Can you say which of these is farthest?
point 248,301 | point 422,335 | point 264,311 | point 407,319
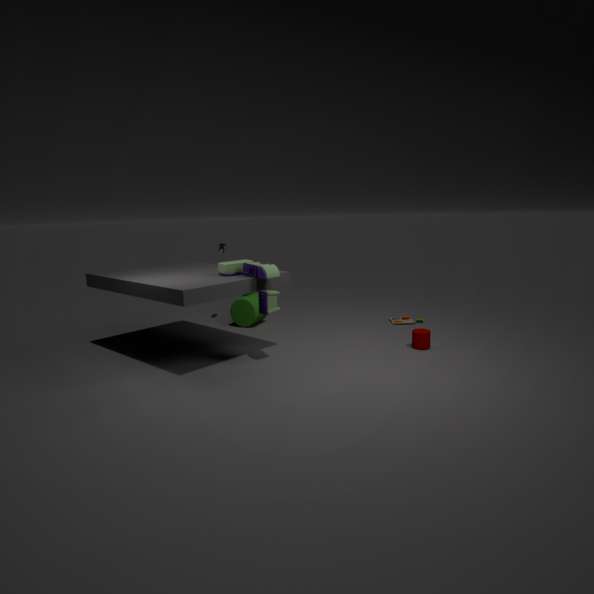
point 407,319
